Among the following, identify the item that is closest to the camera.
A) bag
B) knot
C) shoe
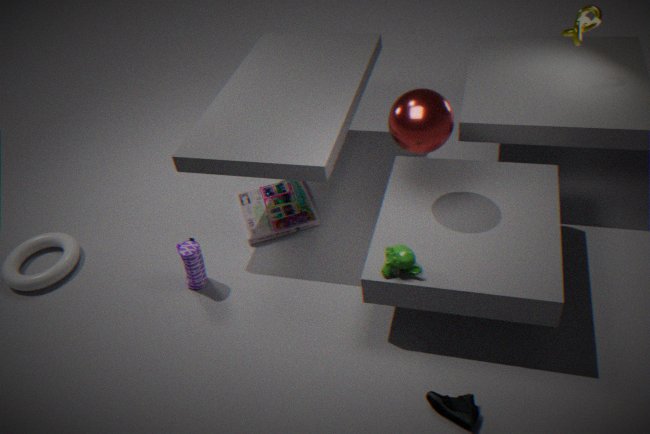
shoe
